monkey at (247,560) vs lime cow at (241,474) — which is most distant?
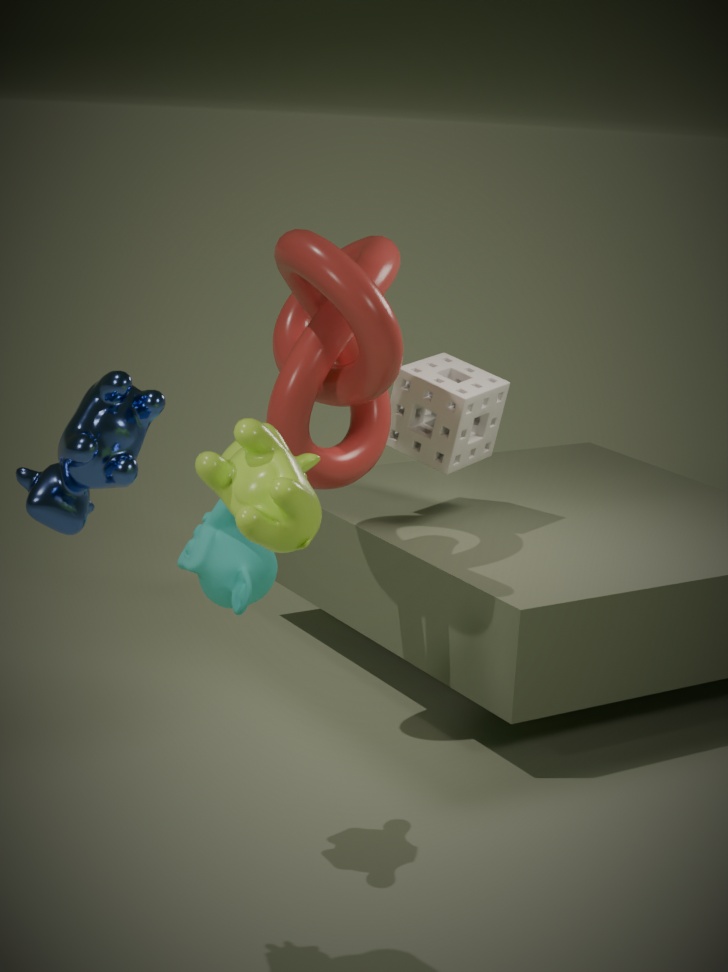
monkey at (247,560)
